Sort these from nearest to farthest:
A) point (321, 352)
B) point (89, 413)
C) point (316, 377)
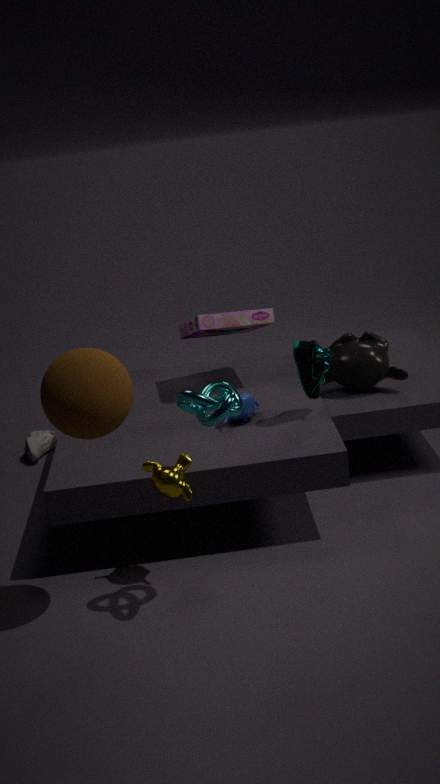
point (89, 413) → point (316, 377) → point (321, 352)
